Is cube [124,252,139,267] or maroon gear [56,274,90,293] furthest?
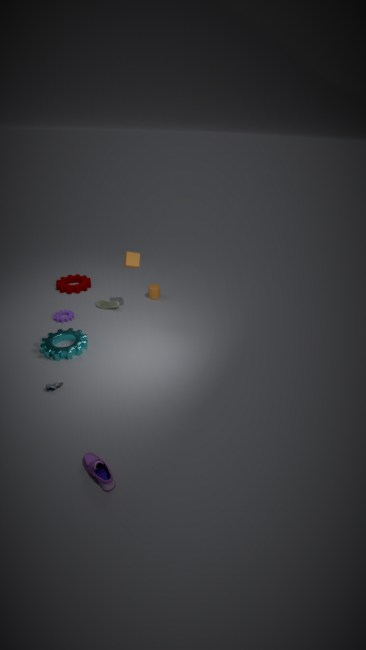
maroon gear [56,274,90,293]
